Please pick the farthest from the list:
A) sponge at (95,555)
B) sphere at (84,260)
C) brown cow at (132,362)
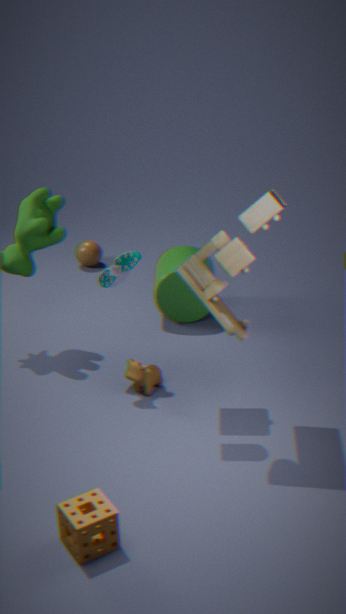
sphere at (84,260)
